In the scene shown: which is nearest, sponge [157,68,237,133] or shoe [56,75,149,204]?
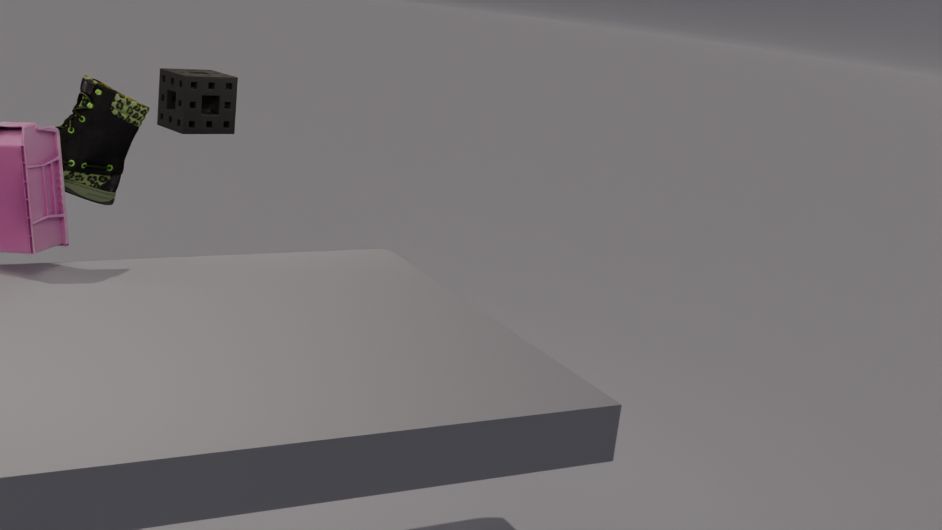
sponge [157,68,237,133]
